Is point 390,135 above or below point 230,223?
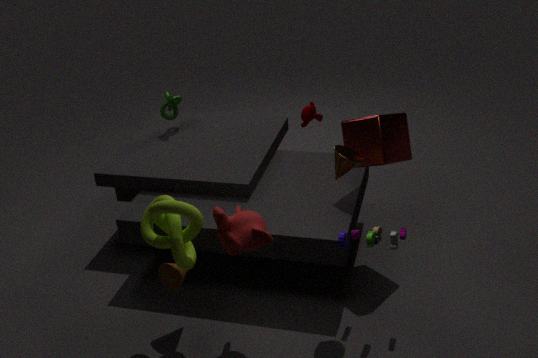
above
